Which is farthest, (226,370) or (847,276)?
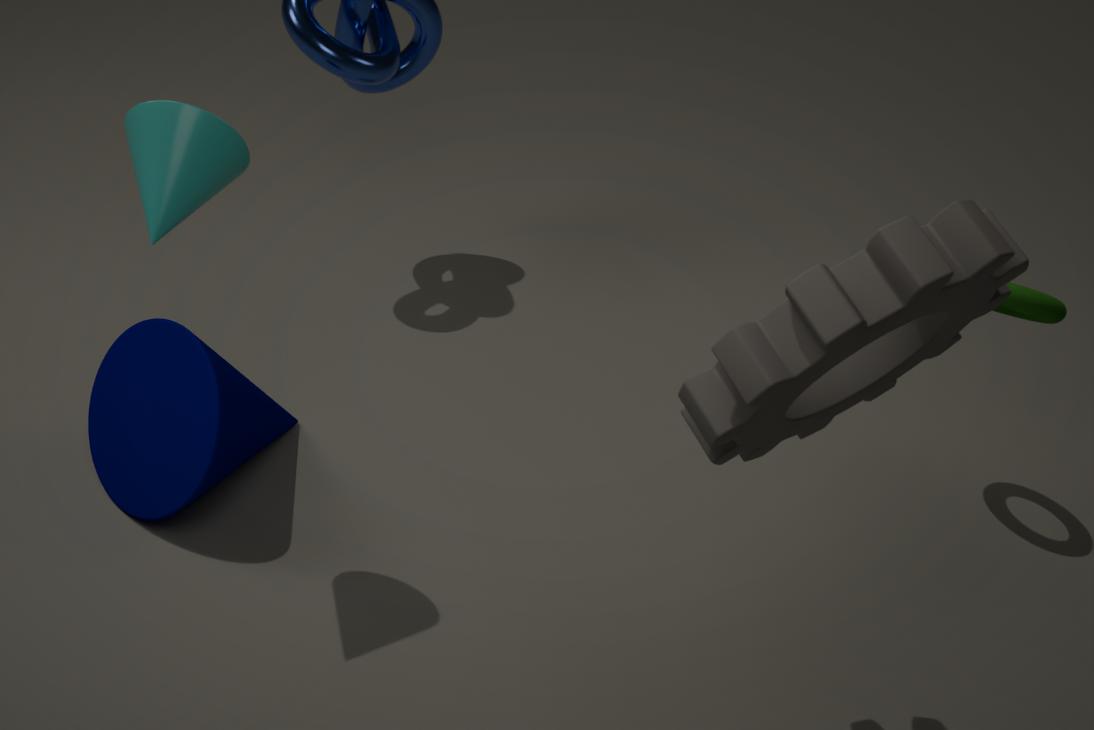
(226,370)
